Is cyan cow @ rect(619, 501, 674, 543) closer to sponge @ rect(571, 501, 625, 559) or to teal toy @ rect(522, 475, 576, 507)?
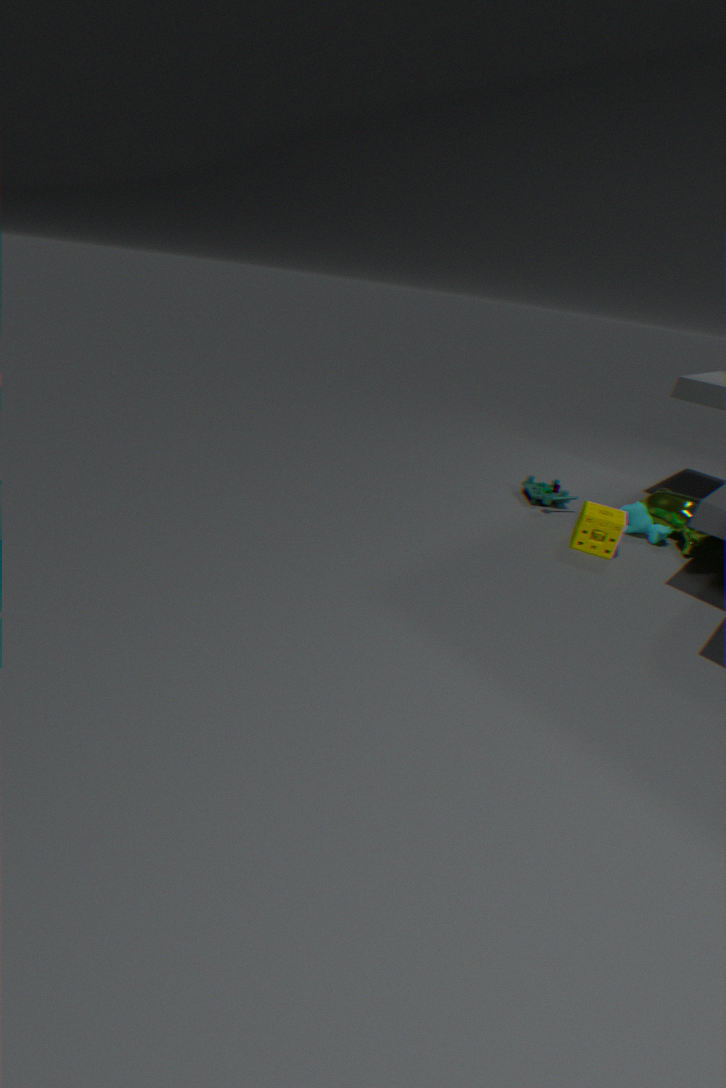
sponge @ rect(571, 501, 625, 559)
